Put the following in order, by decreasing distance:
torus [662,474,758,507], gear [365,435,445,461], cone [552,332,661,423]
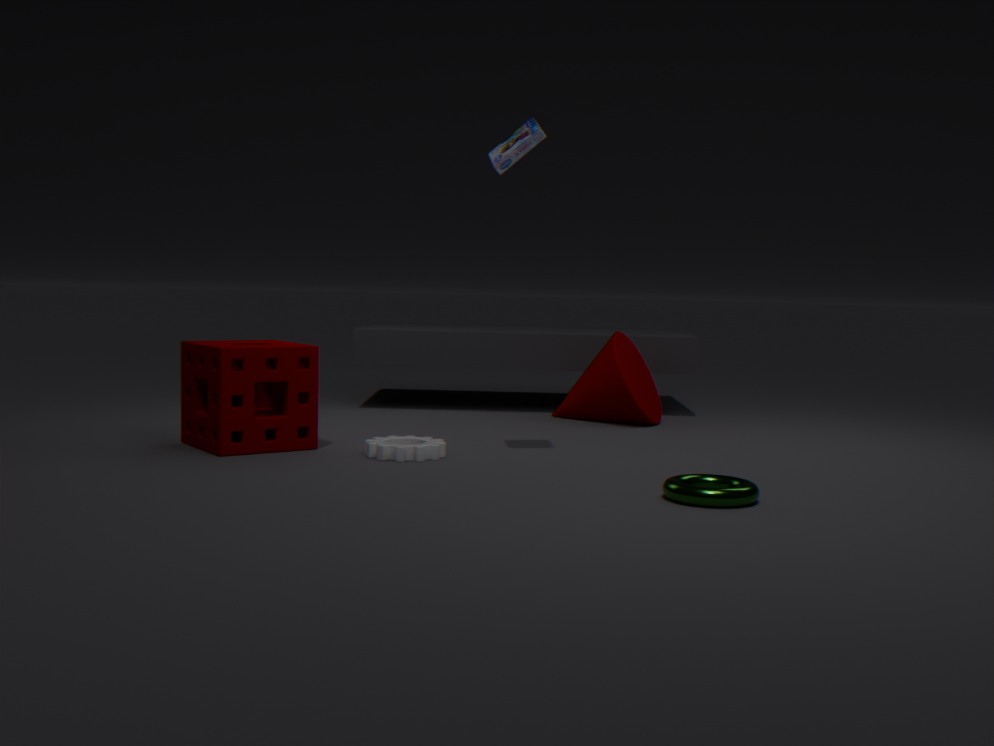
cone [552,332,661,423] → gear [365,435,445,461] → torus [662,474,758,507]
